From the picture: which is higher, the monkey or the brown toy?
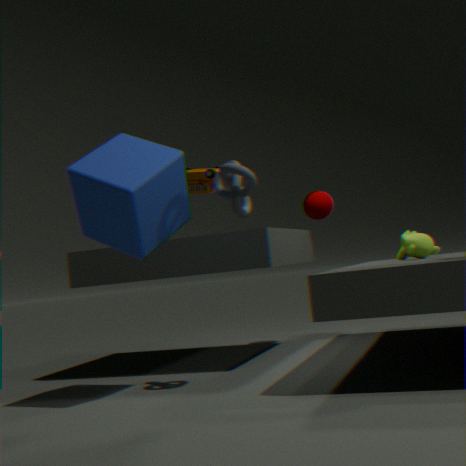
the brown toy
